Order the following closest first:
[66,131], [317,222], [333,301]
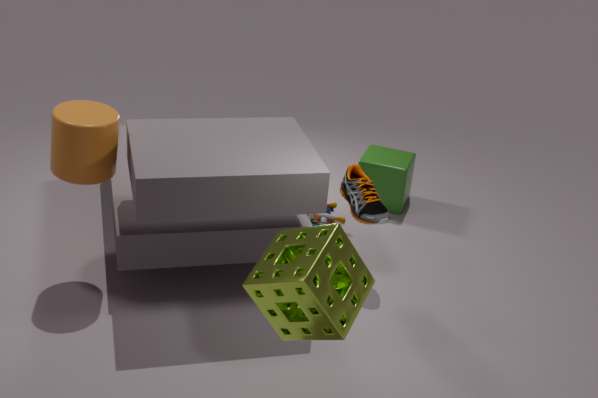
[333,301] → [66,131] → [317,222]
